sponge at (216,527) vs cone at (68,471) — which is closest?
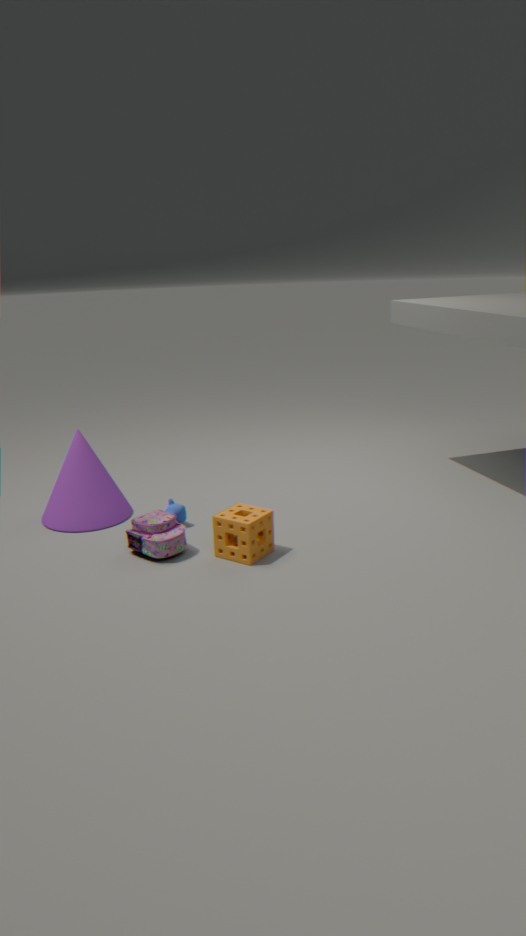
sponge at (216,527)
